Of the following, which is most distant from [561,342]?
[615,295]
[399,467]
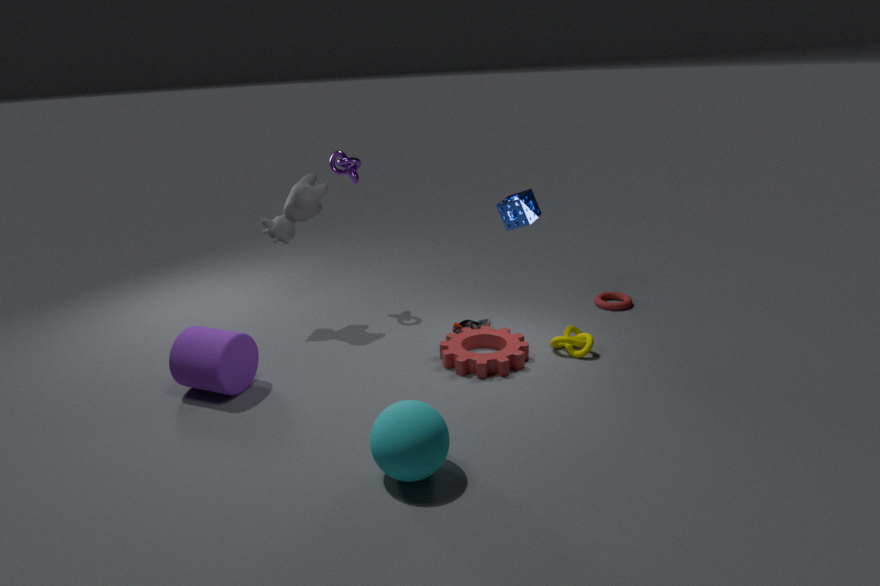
[399,467]
